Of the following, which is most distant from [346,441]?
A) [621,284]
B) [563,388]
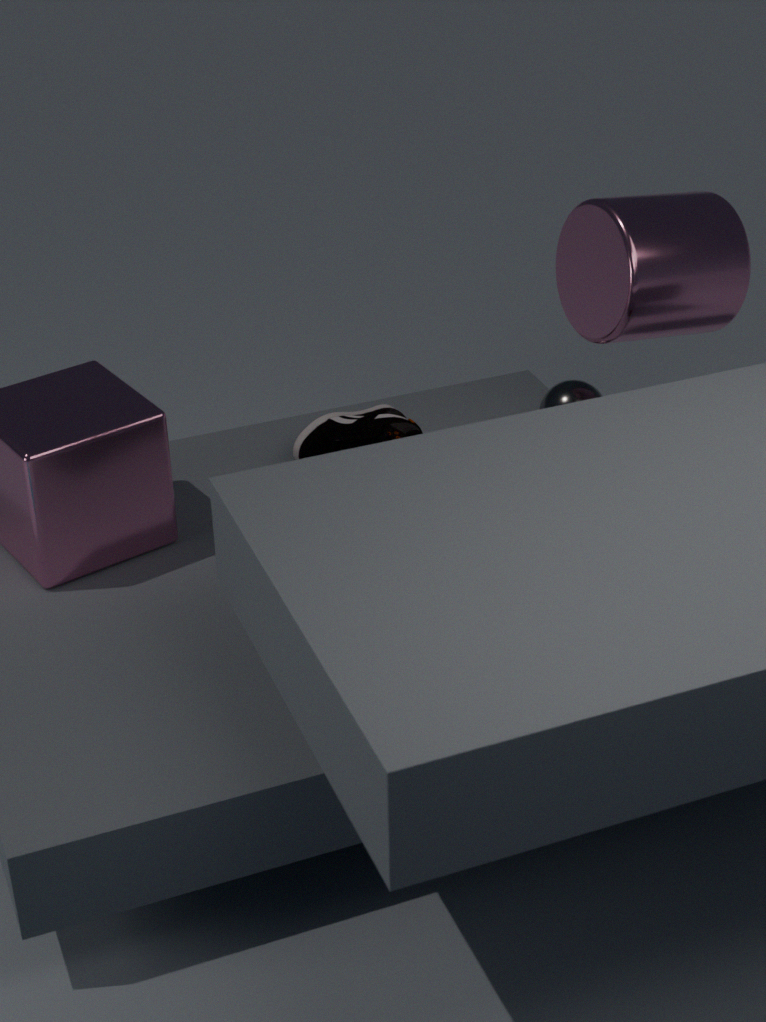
[621,284]
